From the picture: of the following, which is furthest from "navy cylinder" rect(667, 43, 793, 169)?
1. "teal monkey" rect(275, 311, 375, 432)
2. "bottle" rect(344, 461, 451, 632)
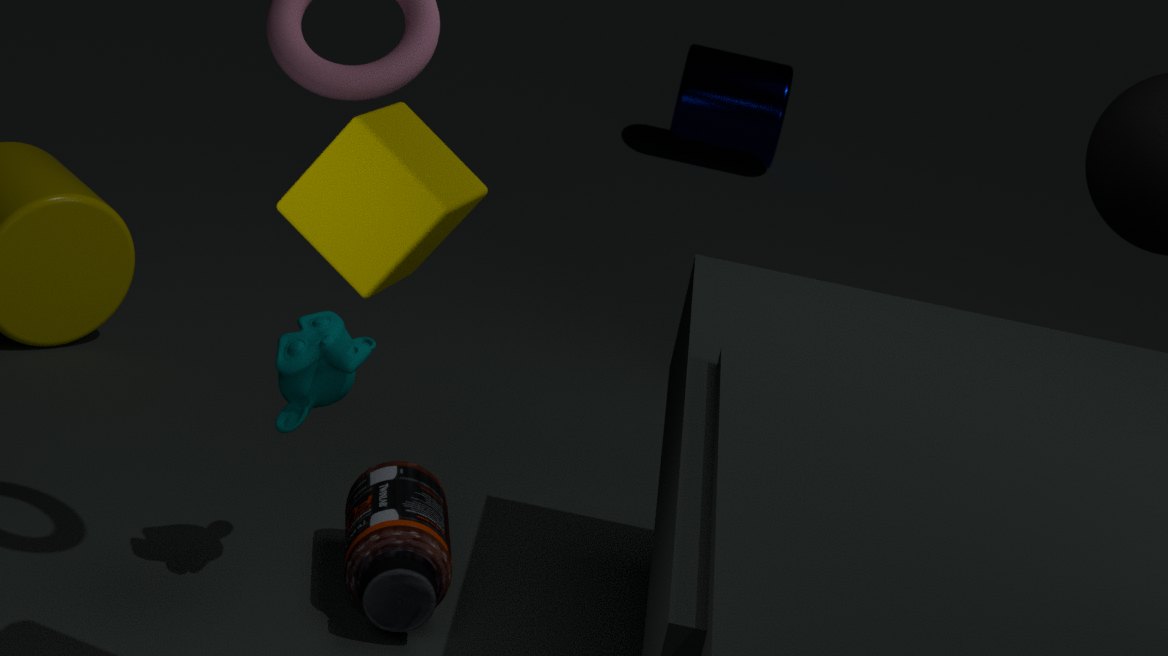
"teal monkey" rect(275, 311, 375, 432)
